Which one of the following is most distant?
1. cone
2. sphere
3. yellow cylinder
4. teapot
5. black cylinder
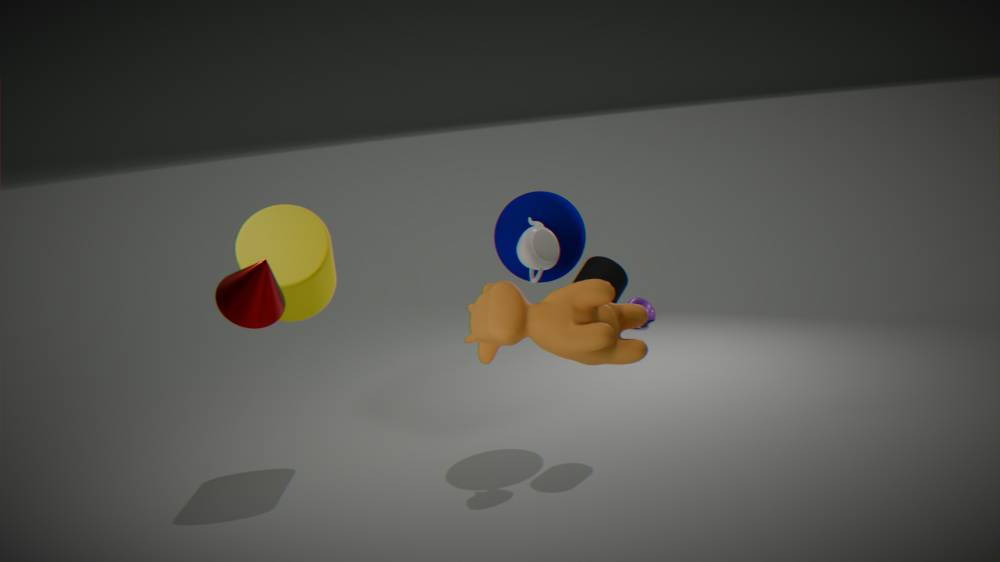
sphere
